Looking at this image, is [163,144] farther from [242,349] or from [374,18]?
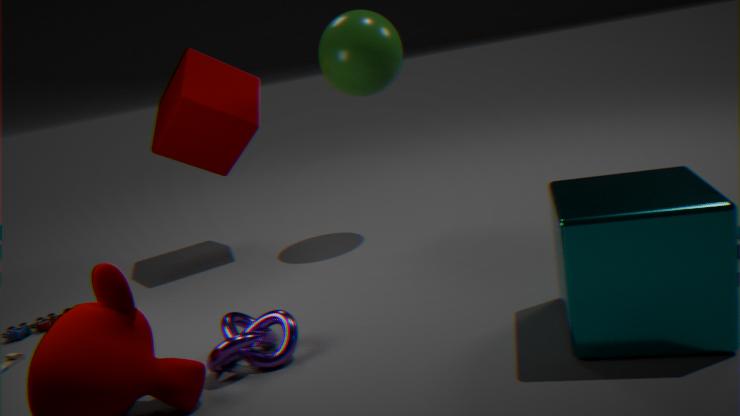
[242,349]
